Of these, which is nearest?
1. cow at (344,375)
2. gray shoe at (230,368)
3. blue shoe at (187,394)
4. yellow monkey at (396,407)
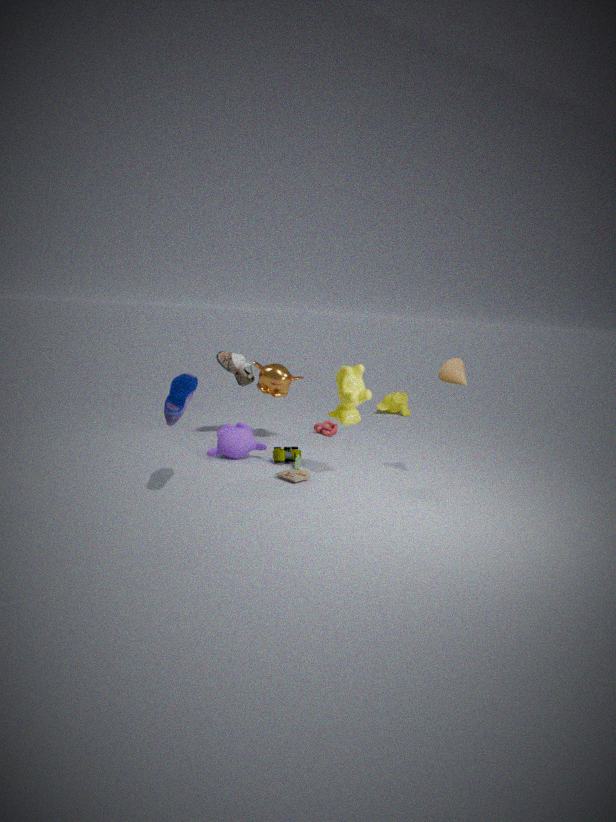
blue shoe at (187,394)
